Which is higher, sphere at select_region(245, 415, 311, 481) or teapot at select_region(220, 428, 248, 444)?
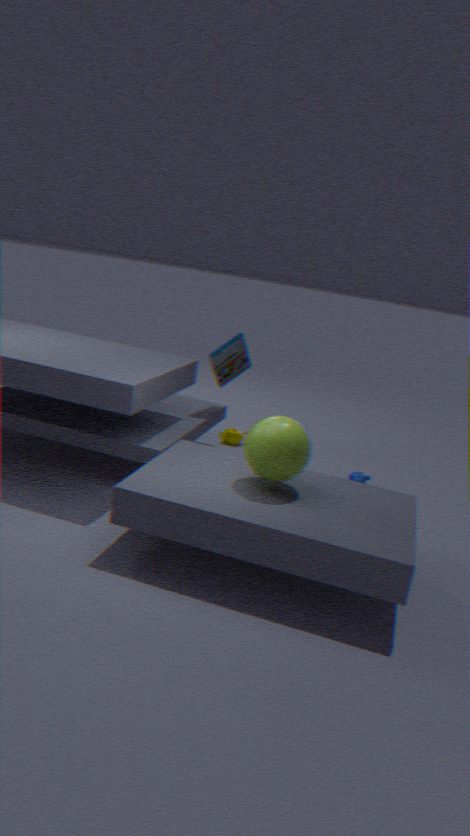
sphere at select_region(245, 415, 311, 481)
